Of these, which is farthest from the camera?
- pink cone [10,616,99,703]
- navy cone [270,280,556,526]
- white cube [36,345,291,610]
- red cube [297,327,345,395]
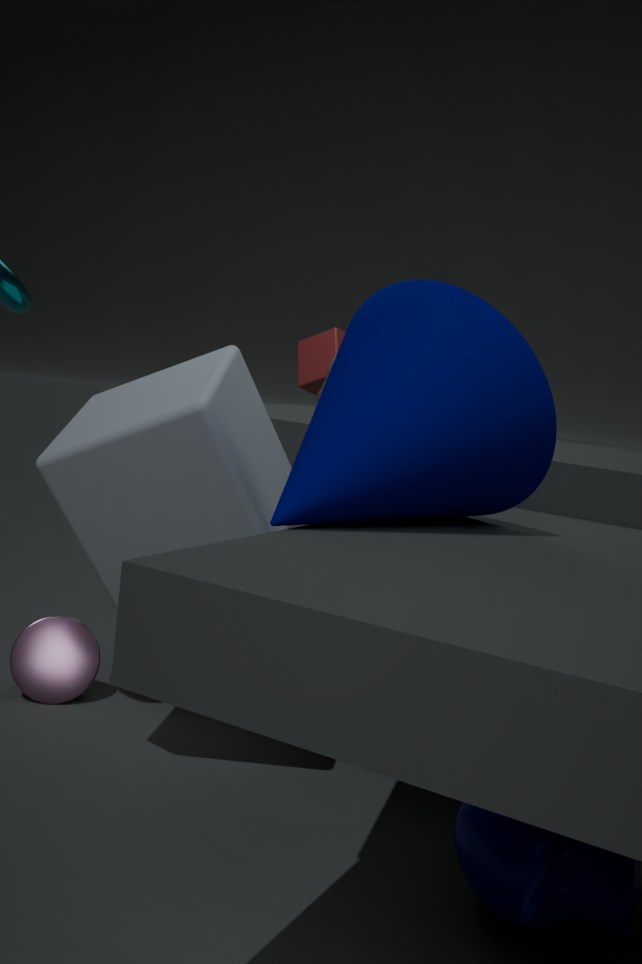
red cube [297,327,345,395]
